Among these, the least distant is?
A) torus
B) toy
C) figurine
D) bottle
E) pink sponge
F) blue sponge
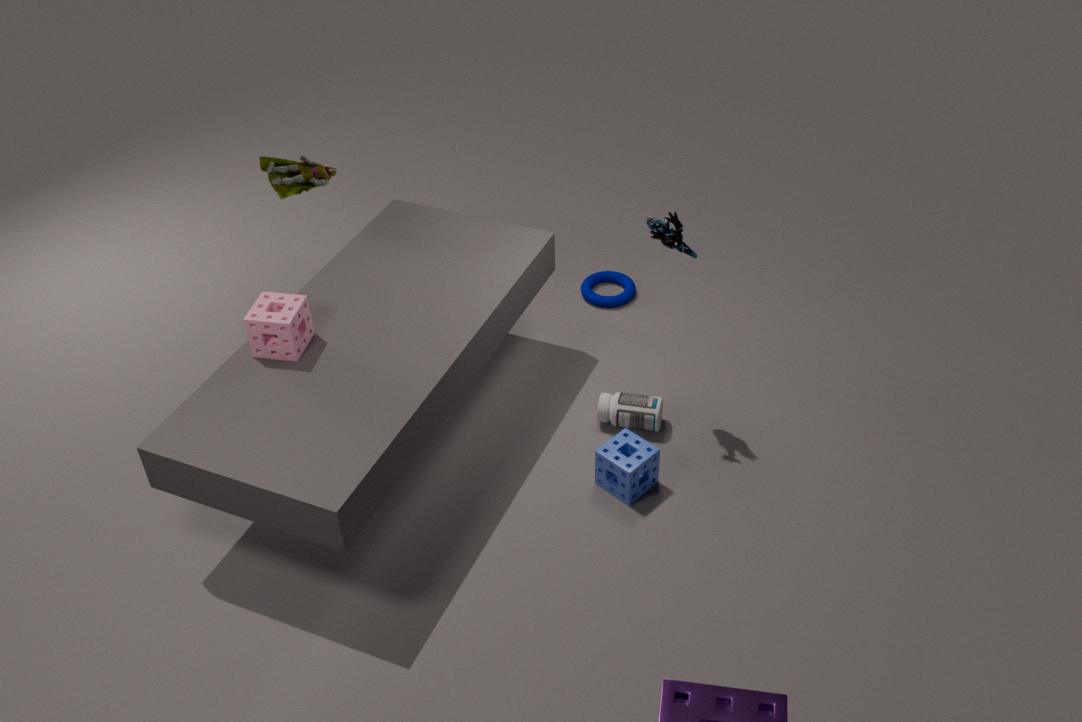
pink sponge
